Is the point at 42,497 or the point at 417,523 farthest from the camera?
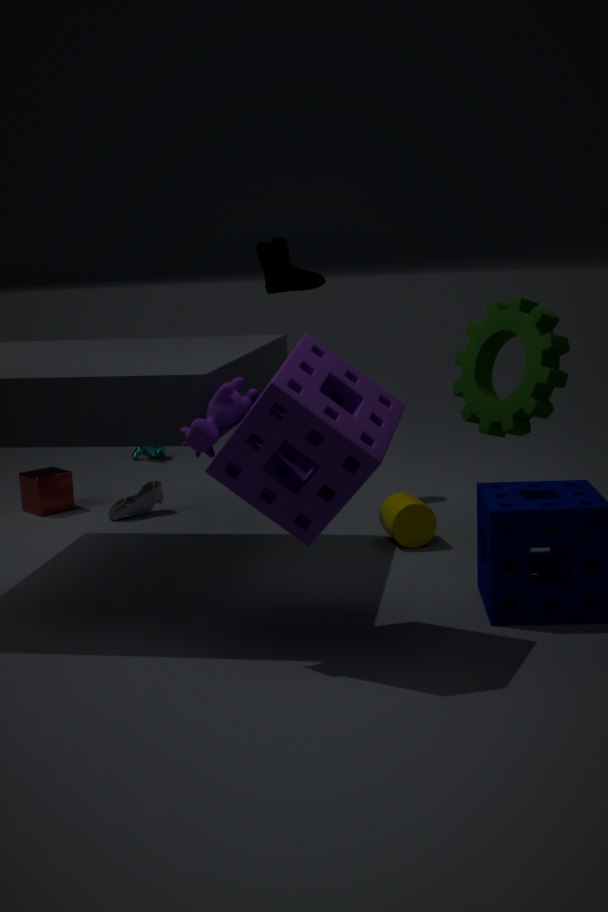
the point at 42,497
